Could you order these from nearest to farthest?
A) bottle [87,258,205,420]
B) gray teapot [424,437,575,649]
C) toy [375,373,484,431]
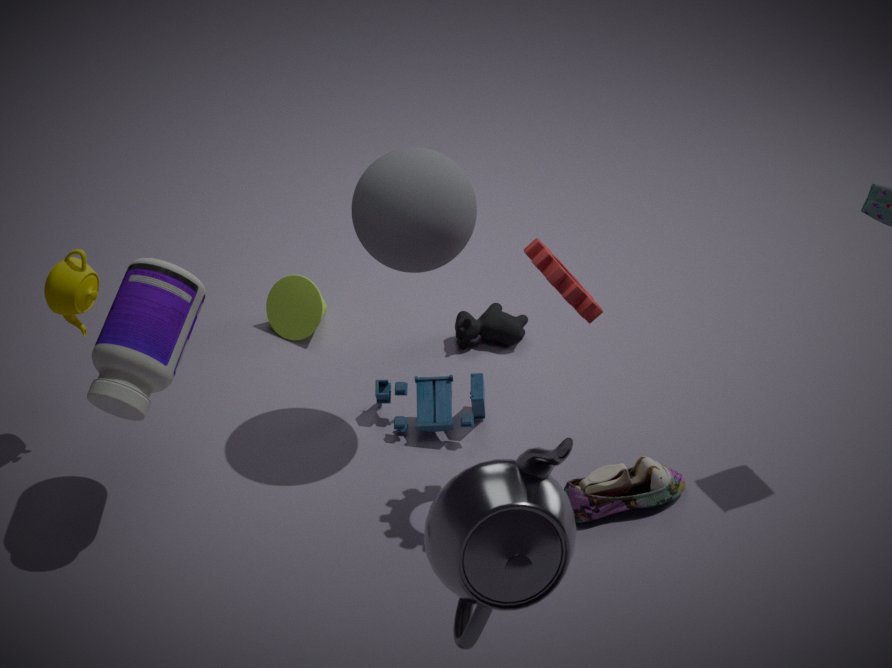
gray teapot [424,437,575,649] → bottle [87,258,205,420] → toy [375,373,484,431]
